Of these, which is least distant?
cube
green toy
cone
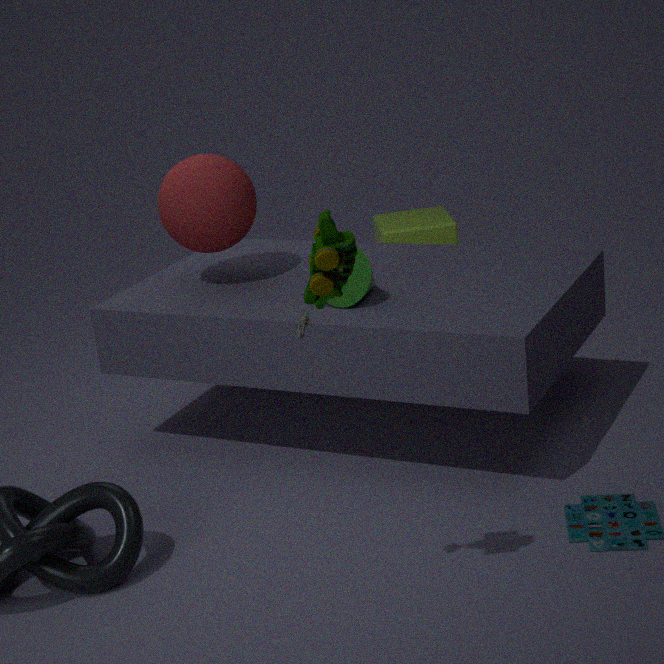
green toy
